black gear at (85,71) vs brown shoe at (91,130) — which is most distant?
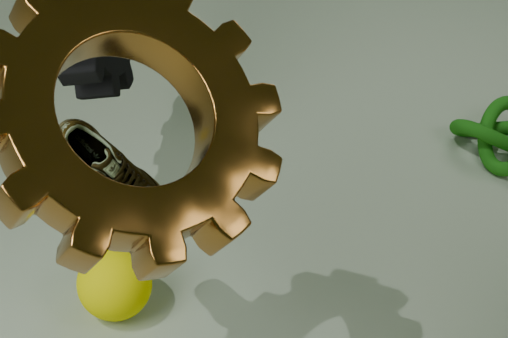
black gear at (85,71)
